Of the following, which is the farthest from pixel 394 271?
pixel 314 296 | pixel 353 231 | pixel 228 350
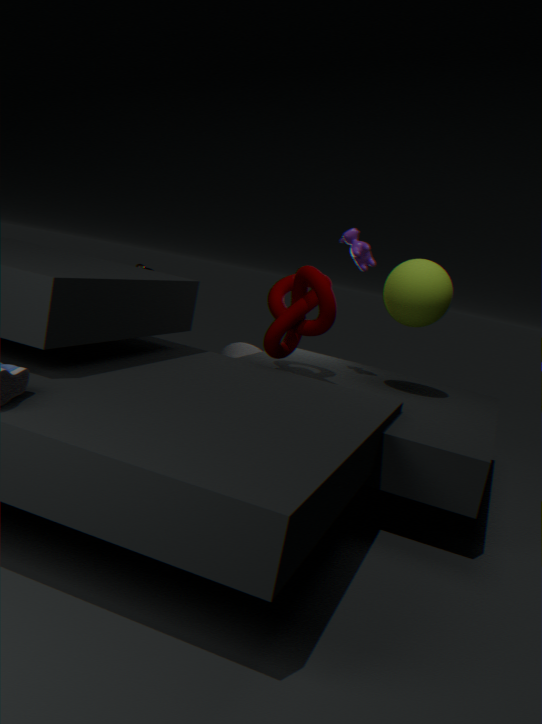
pixel 228 350
